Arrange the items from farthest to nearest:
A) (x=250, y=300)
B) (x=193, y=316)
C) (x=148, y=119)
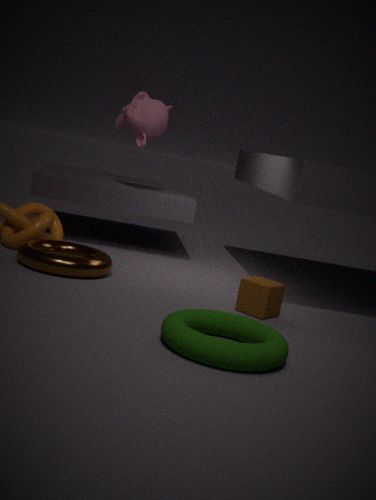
(x=148, y=119), (x=250, y=300), (x=193, y=316)
